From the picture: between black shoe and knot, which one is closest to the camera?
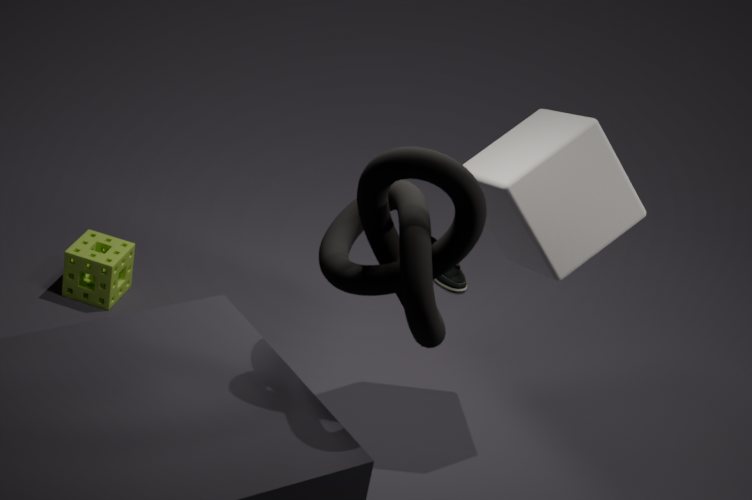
knot
